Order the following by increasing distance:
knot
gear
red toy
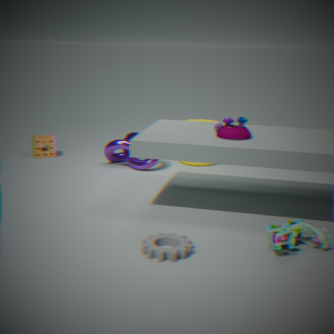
1. gear
2. red toy
3. knot
